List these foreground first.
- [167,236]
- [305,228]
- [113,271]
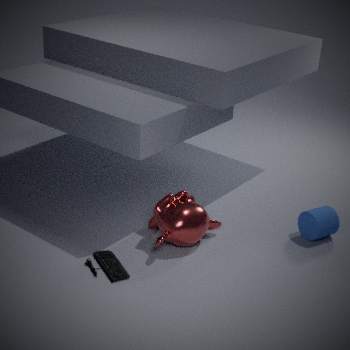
[113,271]
[167,236]
[305,228]
